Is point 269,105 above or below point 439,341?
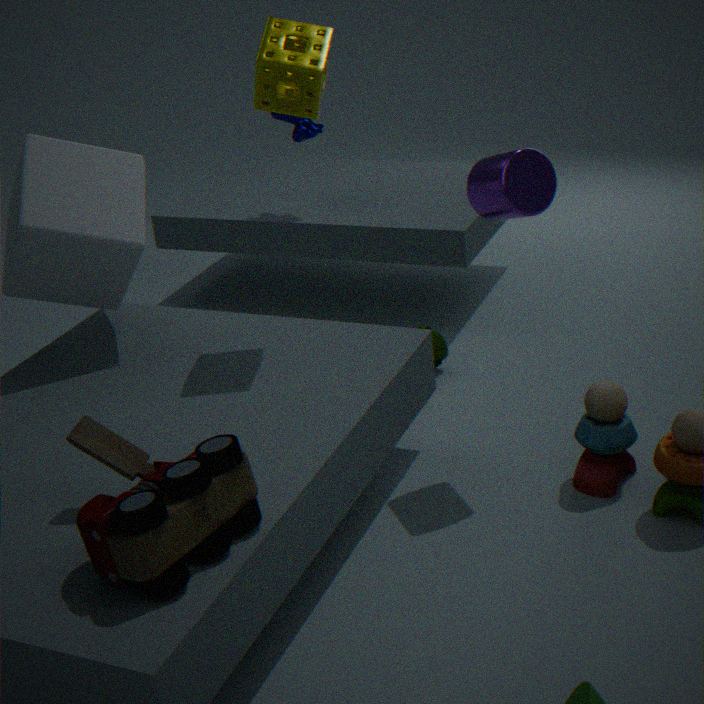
above
